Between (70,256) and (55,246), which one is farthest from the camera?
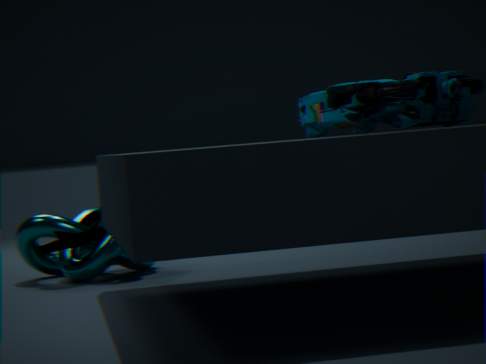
(70,256)
